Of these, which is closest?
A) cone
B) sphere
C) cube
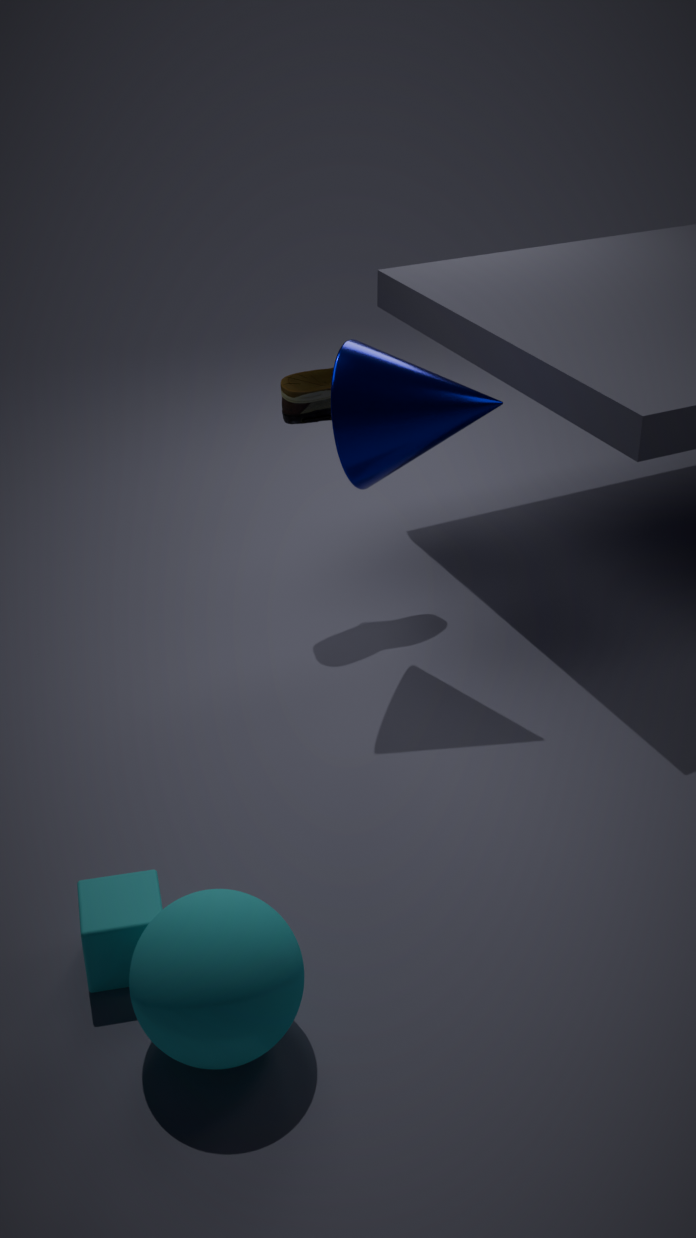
sphere
